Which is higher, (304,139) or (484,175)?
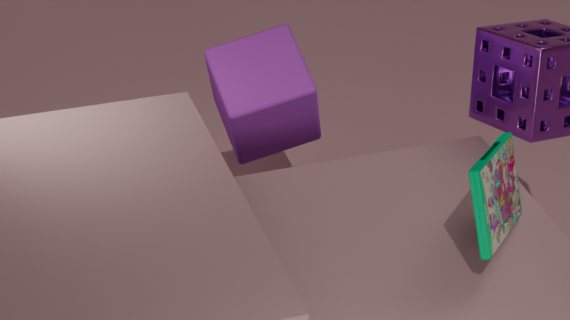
(484,175)
